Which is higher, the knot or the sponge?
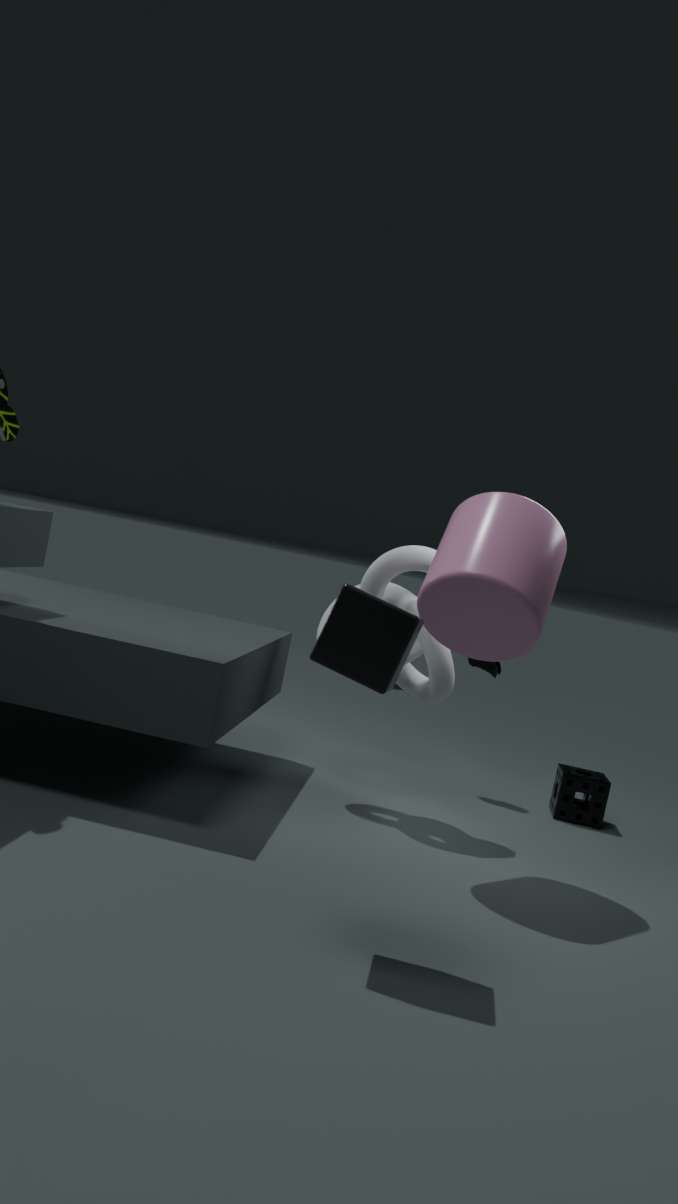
the knot
